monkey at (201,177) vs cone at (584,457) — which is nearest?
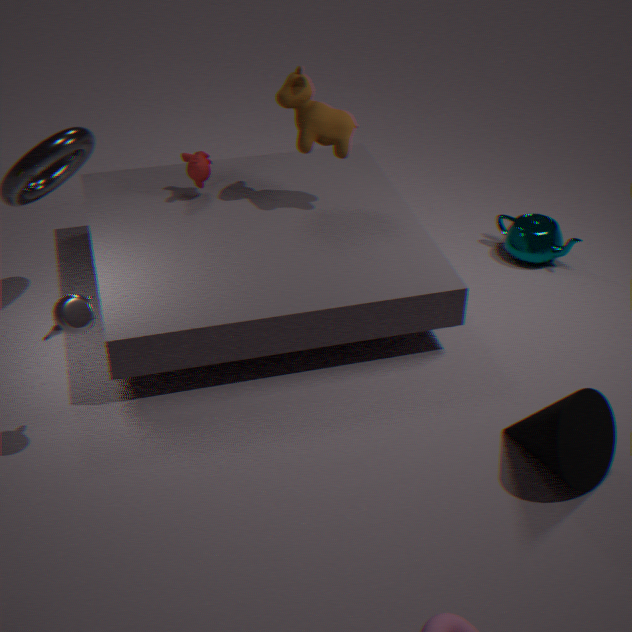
cone at (584,457)
